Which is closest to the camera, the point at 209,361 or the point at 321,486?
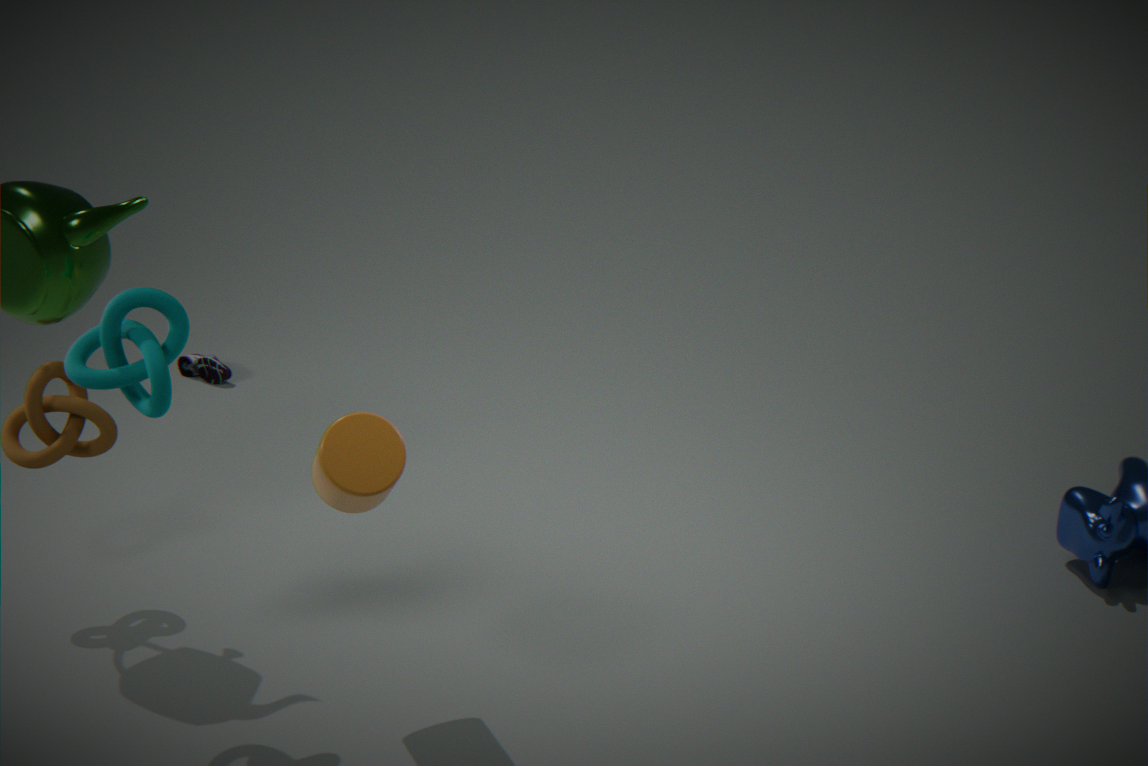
the point at 321,486
